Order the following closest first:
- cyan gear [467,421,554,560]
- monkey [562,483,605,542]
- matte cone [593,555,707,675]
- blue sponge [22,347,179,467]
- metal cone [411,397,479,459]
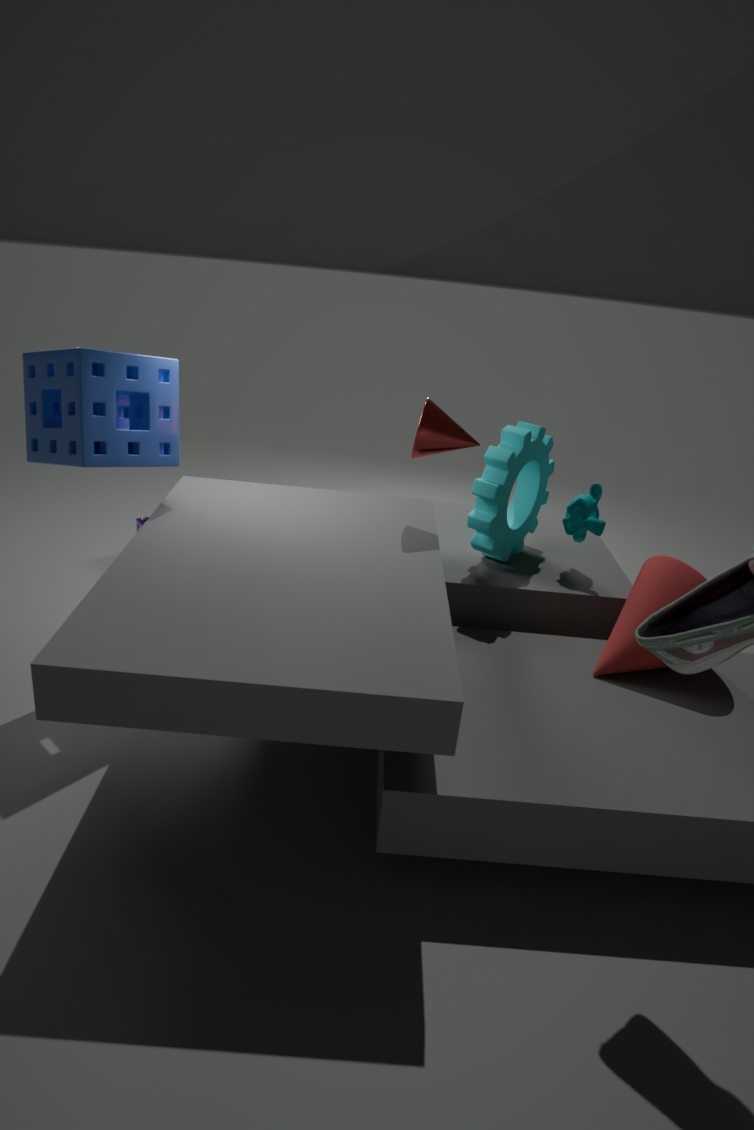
blue sponge [22,347,179,467] → matte cone [593,555,707,675] → metal cone [411,397,479,459] → cyan gear [467,421,554,560] → monkey [562,483,605,542]
